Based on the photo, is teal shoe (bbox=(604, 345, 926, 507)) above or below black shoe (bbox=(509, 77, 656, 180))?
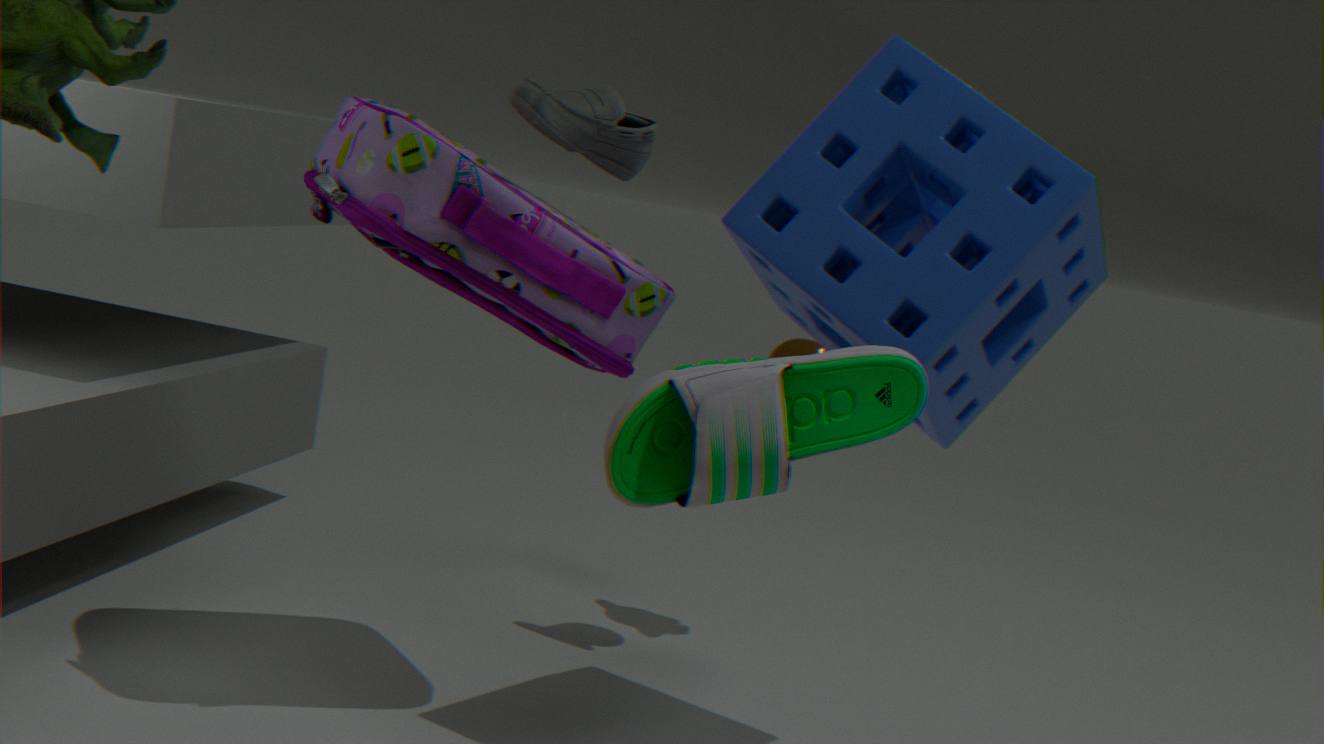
below
